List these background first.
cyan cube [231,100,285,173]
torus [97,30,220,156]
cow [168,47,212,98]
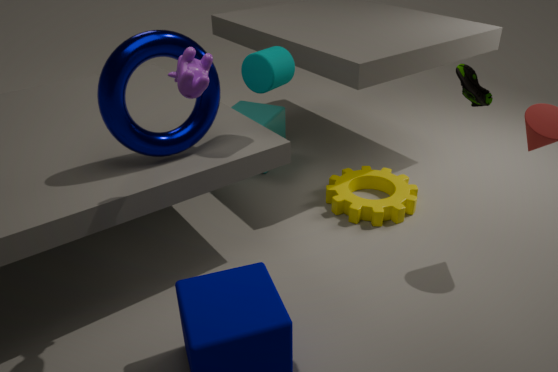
1. cyan cube [231,100,285,173]
2. torus [97,30,220,156]
3. cow [168,47,212,98]
